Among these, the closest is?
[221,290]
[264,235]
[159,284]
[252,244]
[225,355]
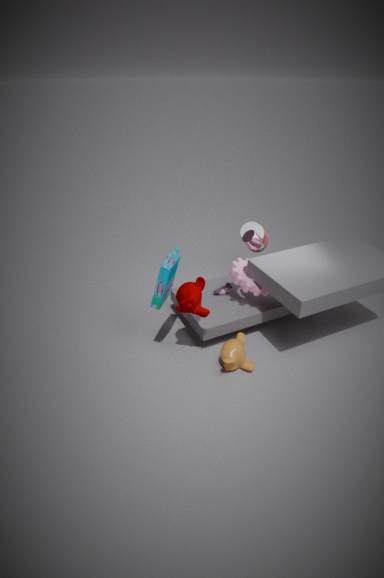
[159,284]
